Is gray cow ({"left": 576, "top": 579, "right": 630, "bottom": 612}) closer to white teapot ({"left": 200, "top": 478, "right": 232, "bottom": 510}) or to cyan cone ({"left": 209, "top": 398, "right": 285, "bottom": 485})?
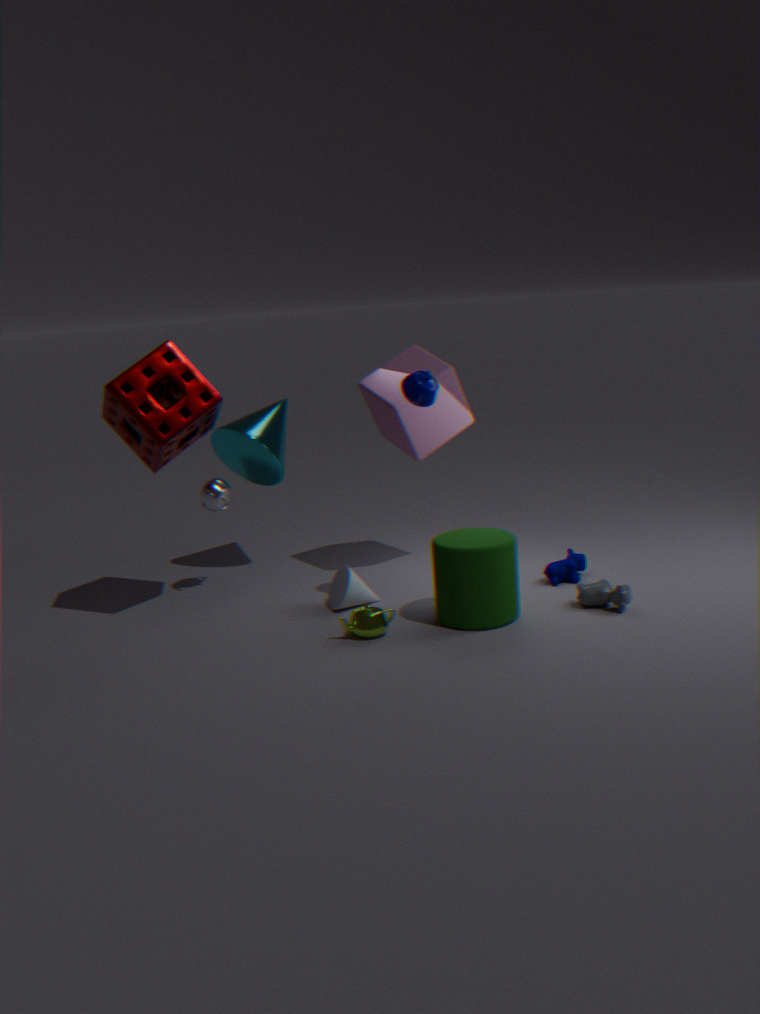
cyan cone ({"left": 209, "top": 398, "right": 285, "bottom": 485})
